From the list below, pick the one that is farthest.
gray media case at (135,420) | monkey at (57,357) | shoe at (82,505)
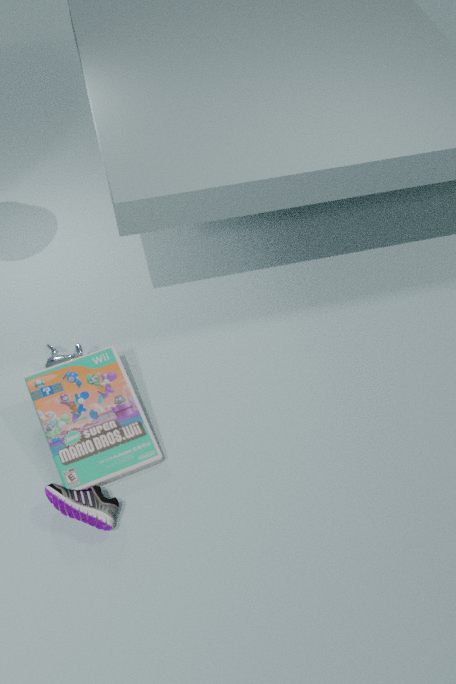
monkey at (57,357)
